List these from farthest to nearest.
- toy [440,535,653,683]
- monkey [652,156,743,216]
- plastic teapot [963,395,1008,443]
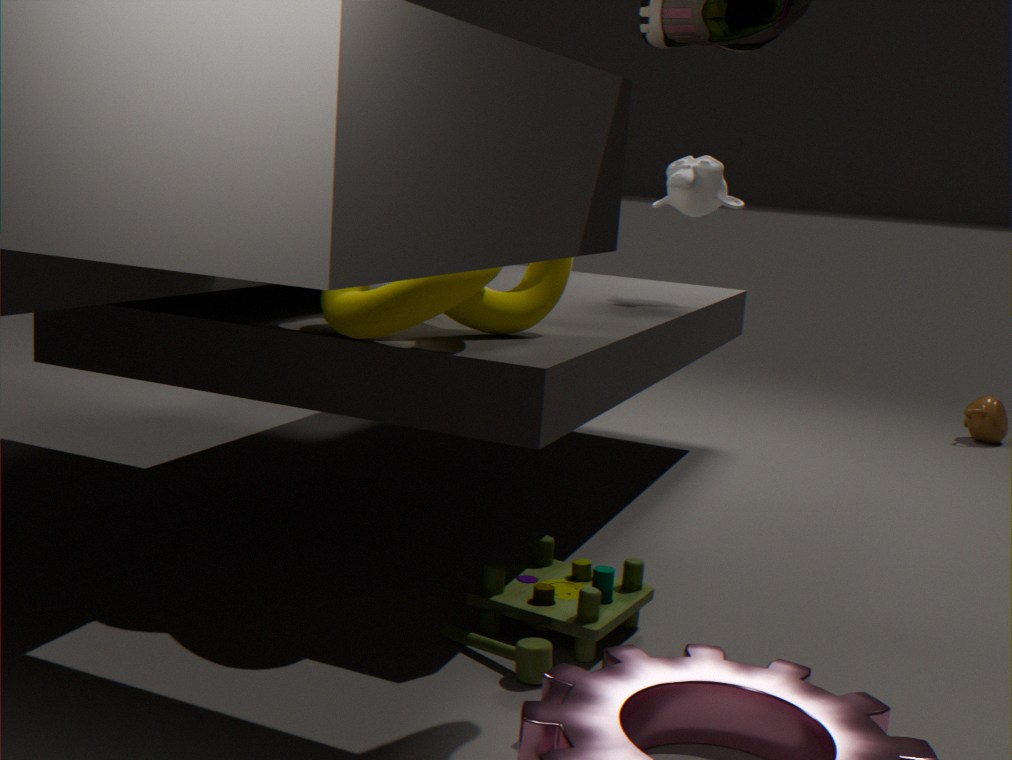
plastic teapot [963,395,1008,443], monkey [652,156,743,216], toy [440,535,653,683]
